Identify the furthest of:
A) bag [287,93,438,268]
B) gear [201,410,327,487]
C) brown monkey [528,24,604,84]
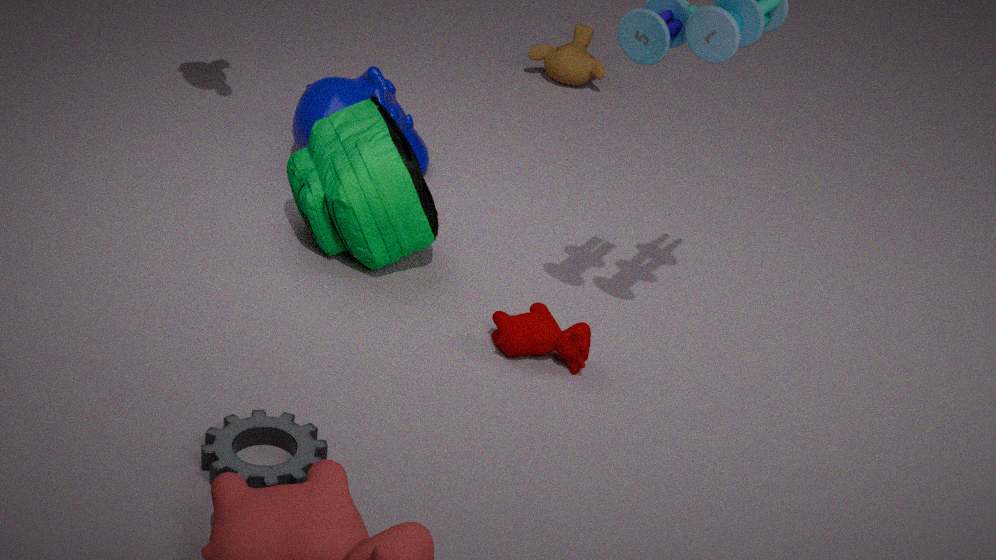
brown monkey [528,24,604,84]
